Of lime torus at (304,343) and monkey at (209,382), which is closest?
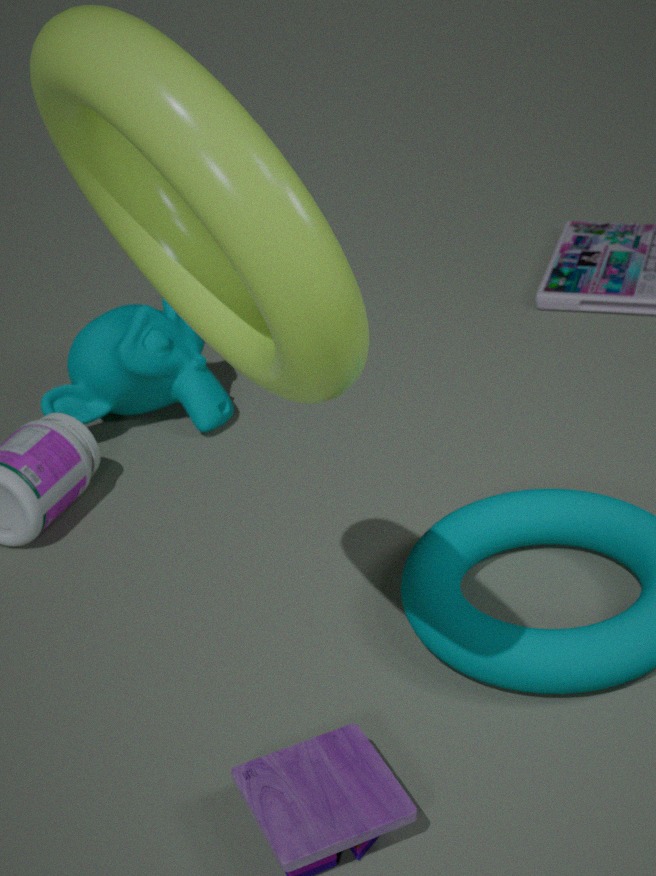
lime torus at (304,343)
